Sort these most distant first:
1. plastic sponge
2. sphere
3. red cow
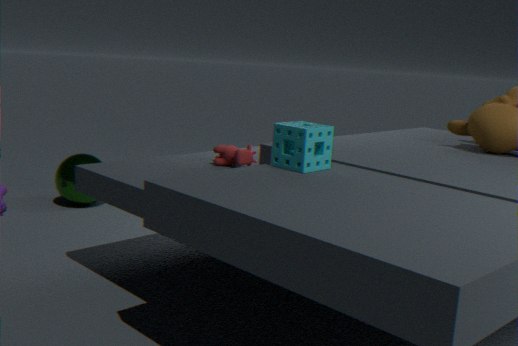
sphere → red cow → plastic sponge
